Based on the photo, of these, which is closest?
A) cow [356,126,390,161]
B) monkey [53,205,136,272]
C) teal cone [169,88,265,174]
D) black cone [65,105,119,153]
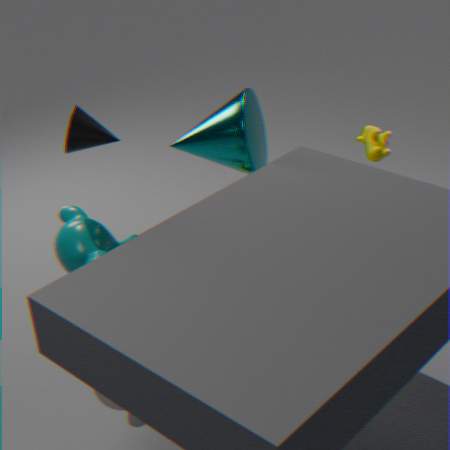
black cone [65,105,119,153]
